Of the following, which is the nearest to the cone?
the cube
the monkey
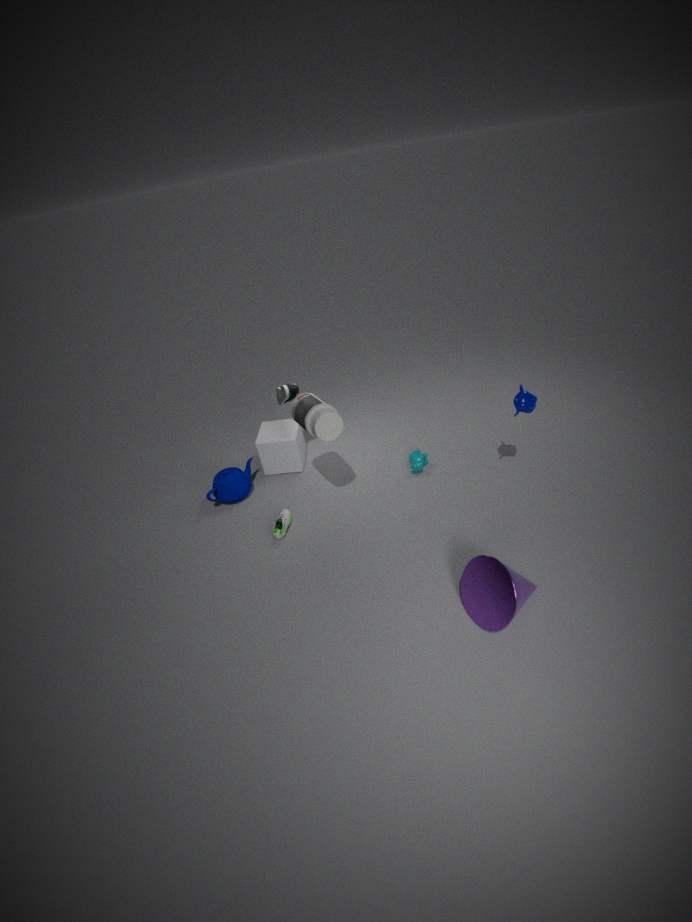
the monkey
